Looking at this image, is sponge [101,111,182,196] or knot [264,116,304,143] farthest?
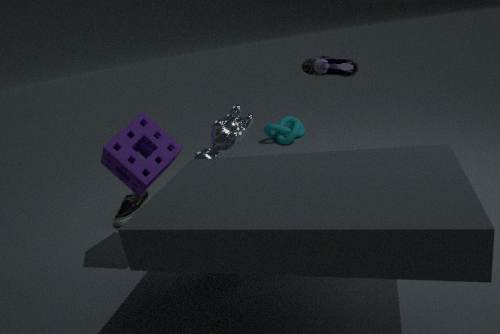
knot [264,116,304,143]
